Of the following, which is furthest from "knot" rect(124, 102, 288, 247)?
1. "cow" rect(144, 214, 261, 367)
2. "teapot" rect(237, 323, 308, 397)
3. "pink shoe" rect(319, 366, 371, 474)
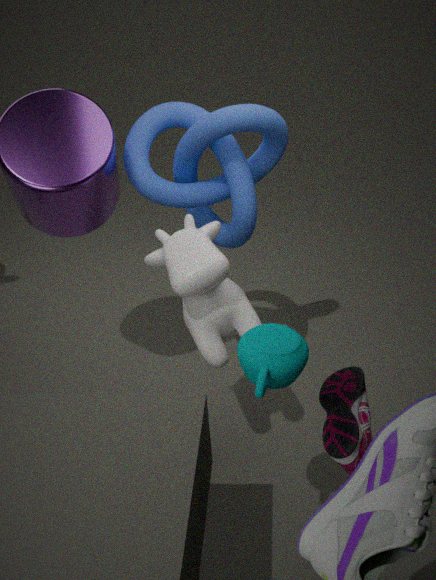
"teapot" rect(237, 323, 308, 397)
